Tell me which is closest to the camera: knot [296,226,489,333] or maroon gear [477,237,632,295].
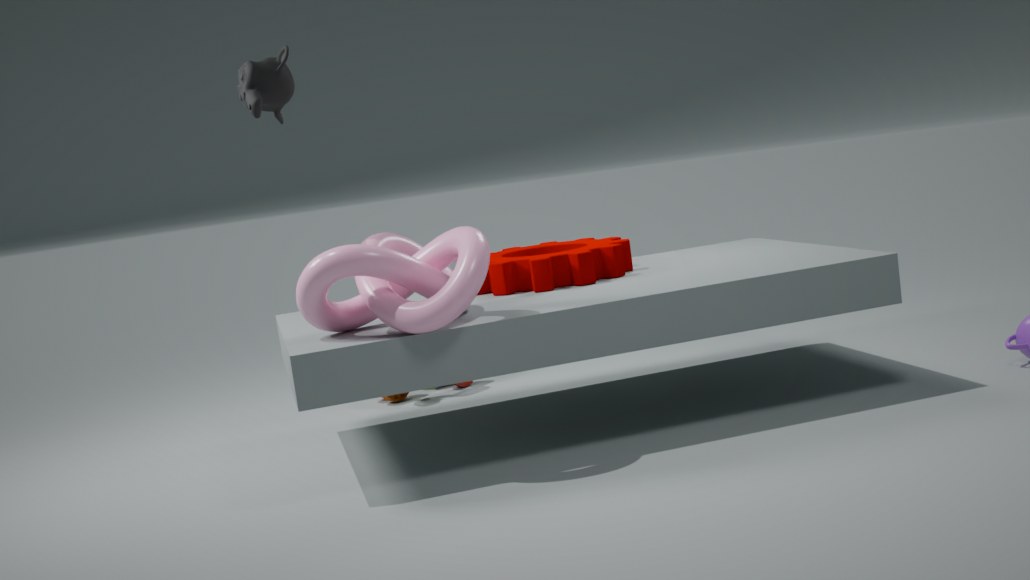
knot [296,226,489,333]
